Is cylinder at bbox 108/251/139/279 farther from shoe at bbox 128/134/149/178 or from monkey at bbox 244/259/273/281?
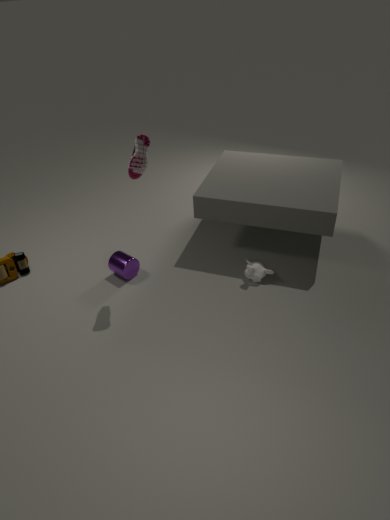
monkey at bbox 244/259/273/281
